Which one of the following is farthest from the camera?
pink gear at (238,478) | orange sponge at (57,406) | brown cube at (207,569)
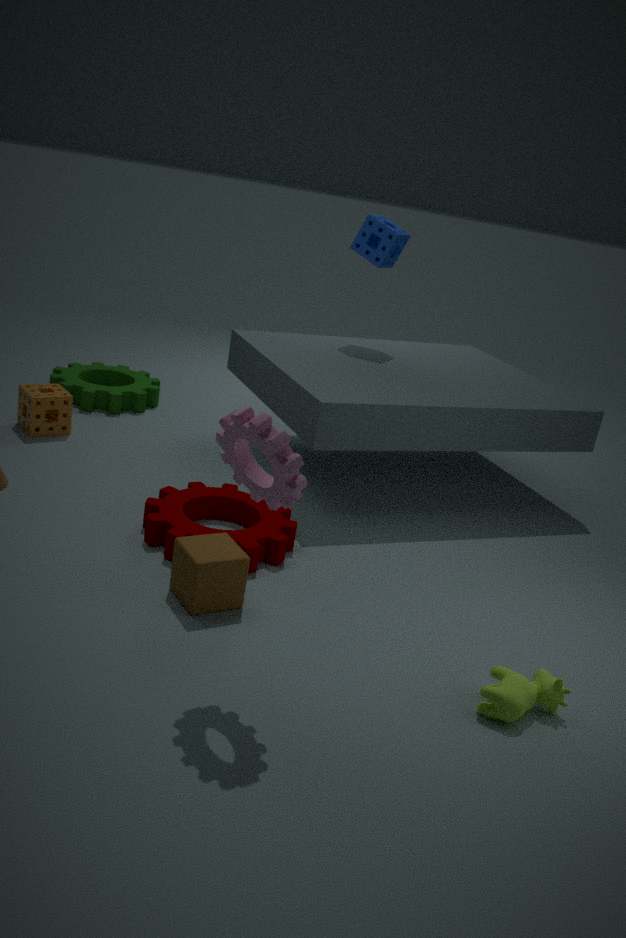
orange sponge at (57,406)
